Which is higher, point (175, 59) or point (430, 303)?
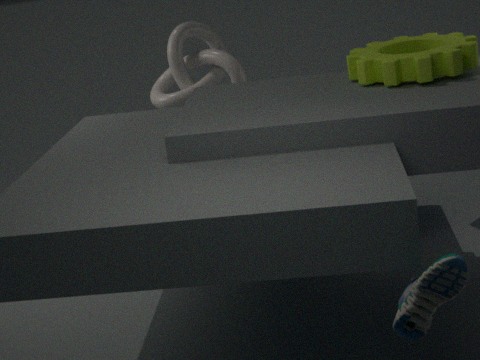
point (175, 59)
